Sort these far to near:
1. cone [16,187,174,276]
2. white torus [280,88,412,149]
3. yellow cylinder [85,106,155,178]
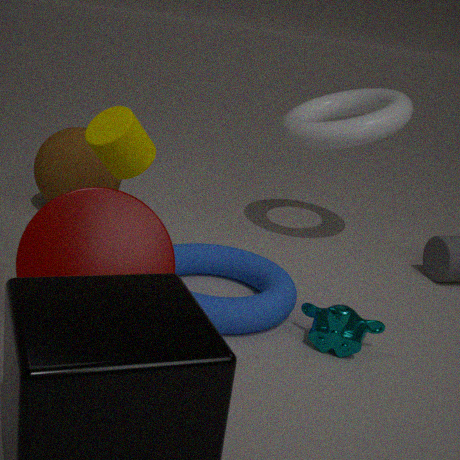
white torus [280,88,412,149] < yellow cylinder [85,106,155,178] < cone [16,187,174,276]
